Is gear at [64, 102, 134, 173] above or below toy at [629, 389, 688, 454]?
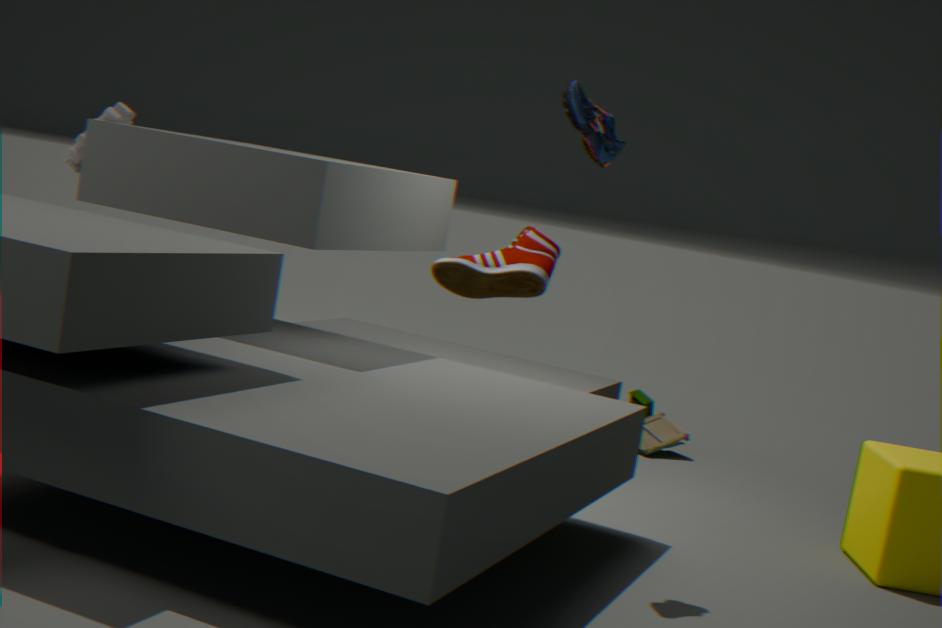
above
